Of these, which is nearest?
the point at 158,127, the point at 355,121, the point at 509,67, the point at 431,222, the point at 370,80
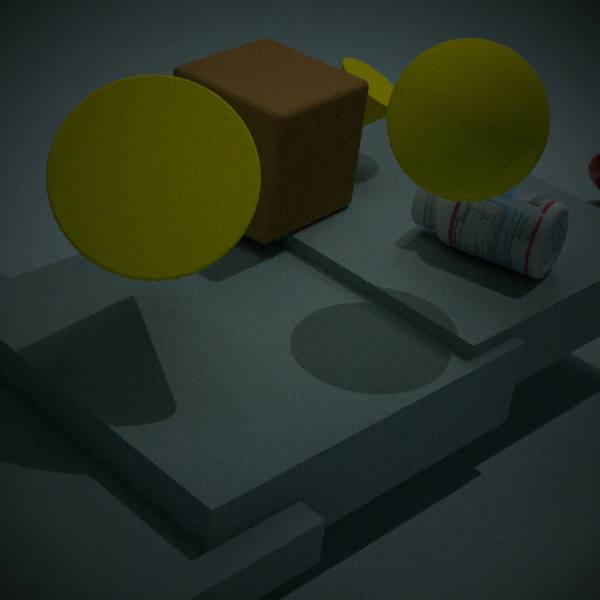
the point at 158,127
